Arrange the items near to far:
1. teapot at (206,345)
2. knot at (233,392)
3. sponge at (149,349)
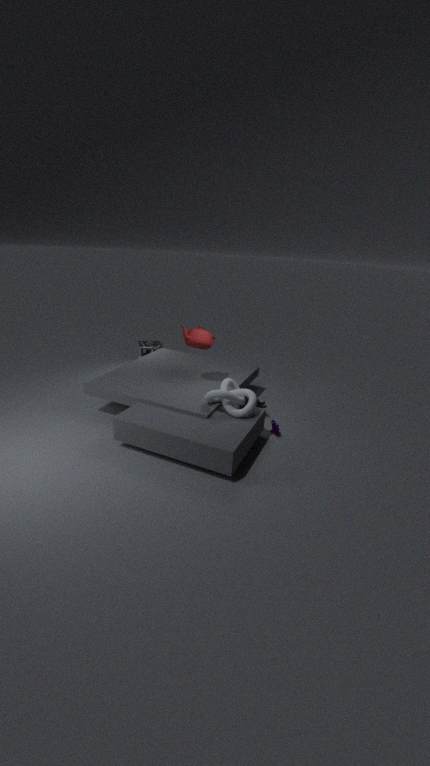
knot at (233,392)
teapot at (206,345)
sponge at (149,349)
